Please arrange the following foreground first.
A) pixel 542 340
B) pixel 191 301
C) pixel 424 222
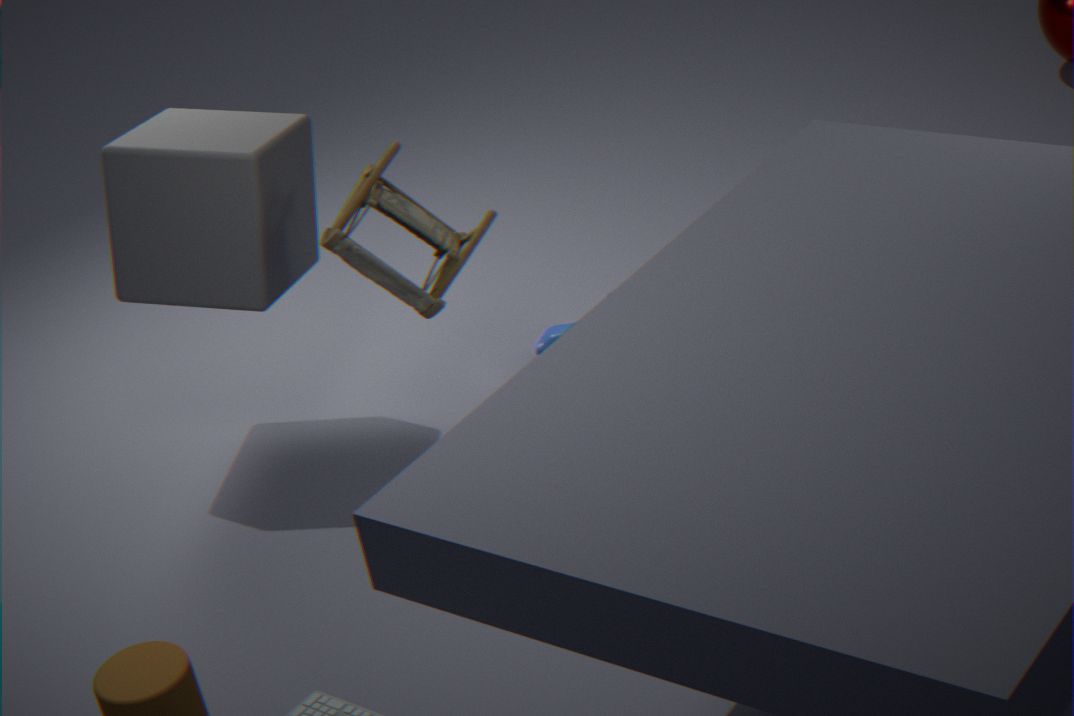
pixel 424 222 → pixel 191 301 → pixel 542 340
